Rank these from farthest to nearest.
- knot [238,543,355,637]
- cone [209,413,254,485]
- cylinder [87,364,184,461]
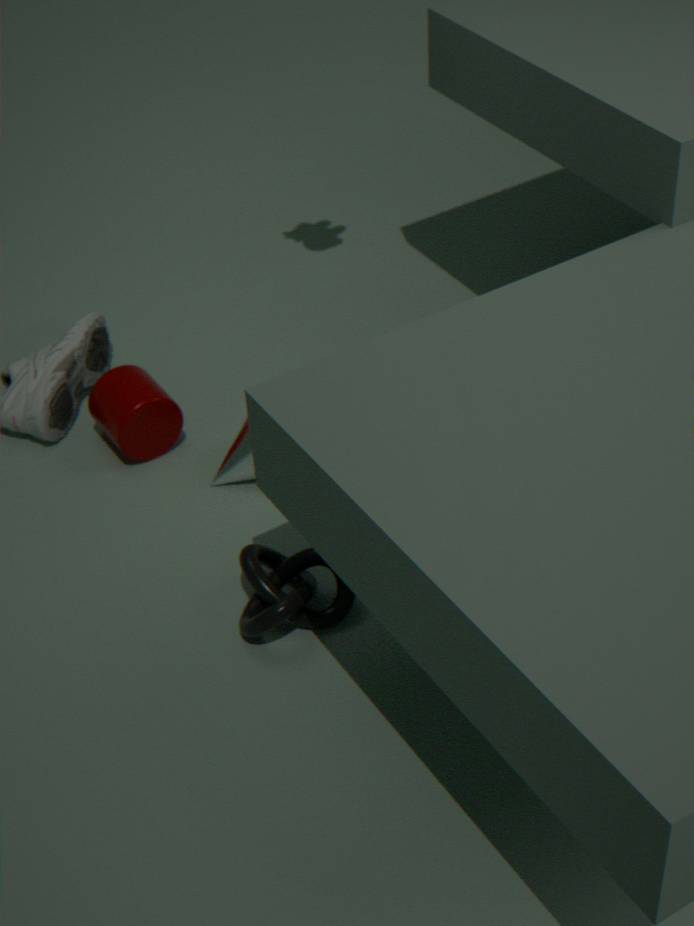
cylinder [87,364,184,461], cone [209,413,254,485], knot [238,543,355,637]
